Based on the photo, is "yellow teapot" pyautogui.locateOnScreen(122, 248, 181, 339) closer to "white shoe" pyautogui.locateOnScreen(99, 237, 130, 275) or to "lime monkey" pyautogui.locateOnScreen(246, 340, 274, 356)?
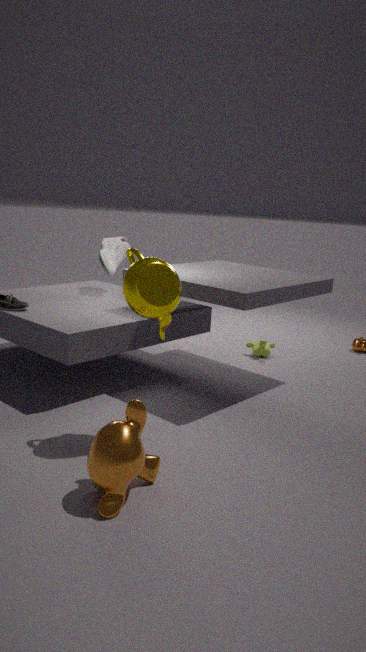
"white shoe" pyautogui.locateOnScreen(99, 237, 130, 275)
